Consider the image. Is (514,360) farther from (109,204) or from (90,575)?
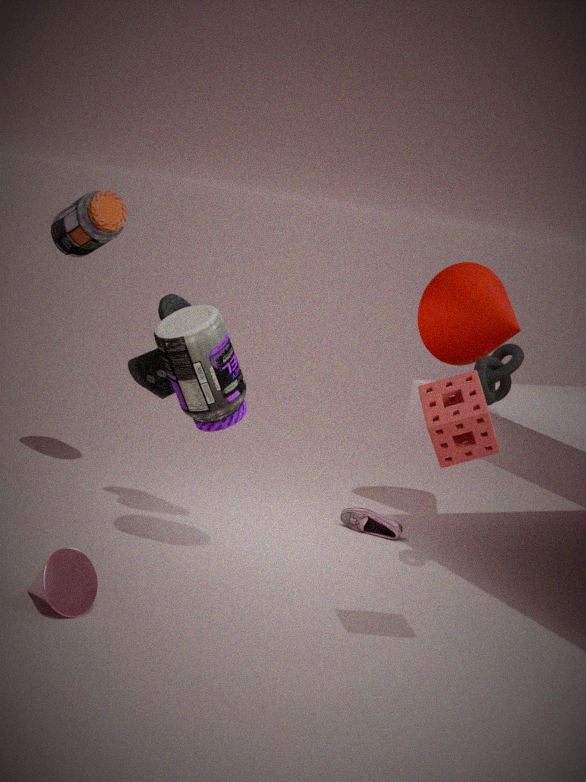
(109,204)
